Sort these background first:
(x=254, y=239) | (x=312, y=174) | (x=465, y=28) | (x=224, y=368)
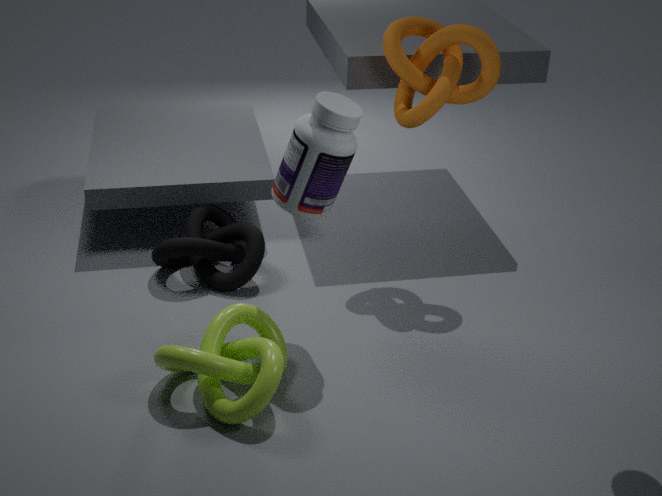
(x=254, y=239) → (x=465, y=28) → (x=312, y=174) → (x=224, y=368)
